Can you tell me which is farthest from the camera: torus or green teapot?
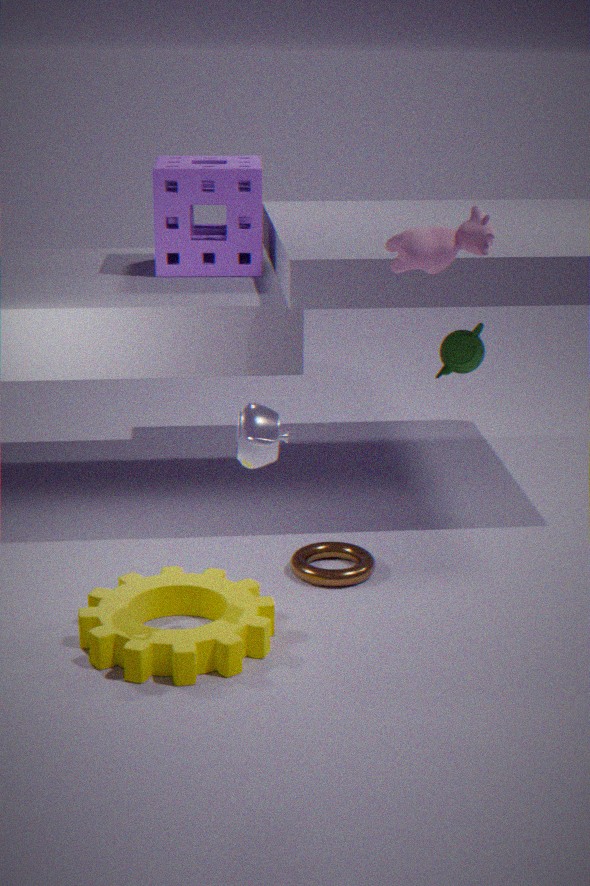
green teapot
